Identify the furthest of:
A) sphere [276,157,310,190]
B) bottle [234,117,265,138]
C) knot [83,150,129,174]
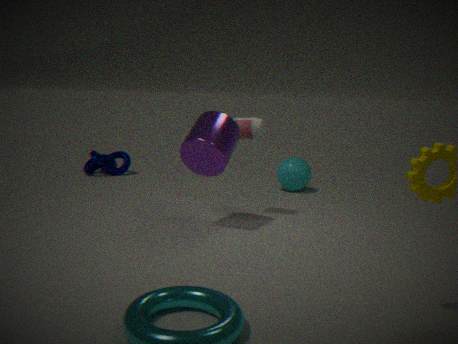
knot [83,150,129,174]
